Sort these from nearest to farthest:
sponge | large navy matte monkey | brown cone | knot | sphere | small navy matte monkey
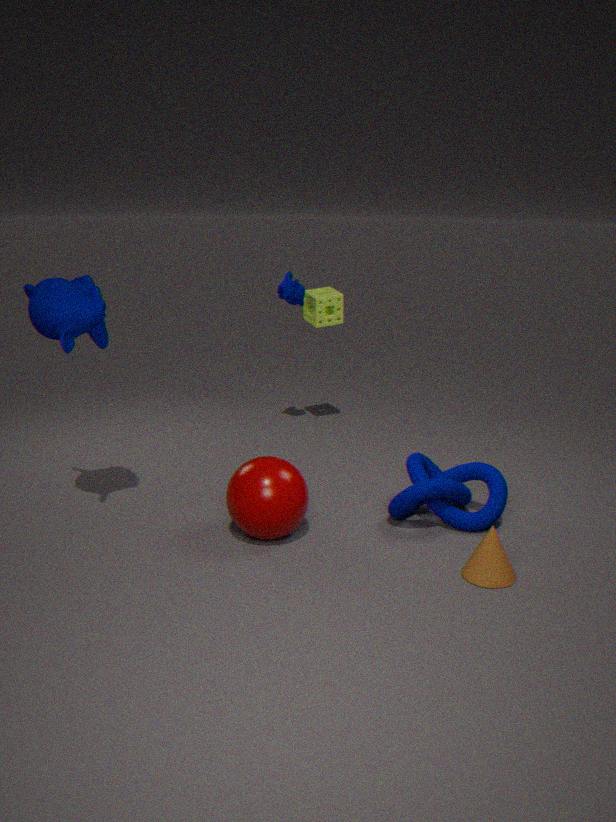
brown cone → large navy matte monkey → sphere → knot → small navy matte monkey → sponge
